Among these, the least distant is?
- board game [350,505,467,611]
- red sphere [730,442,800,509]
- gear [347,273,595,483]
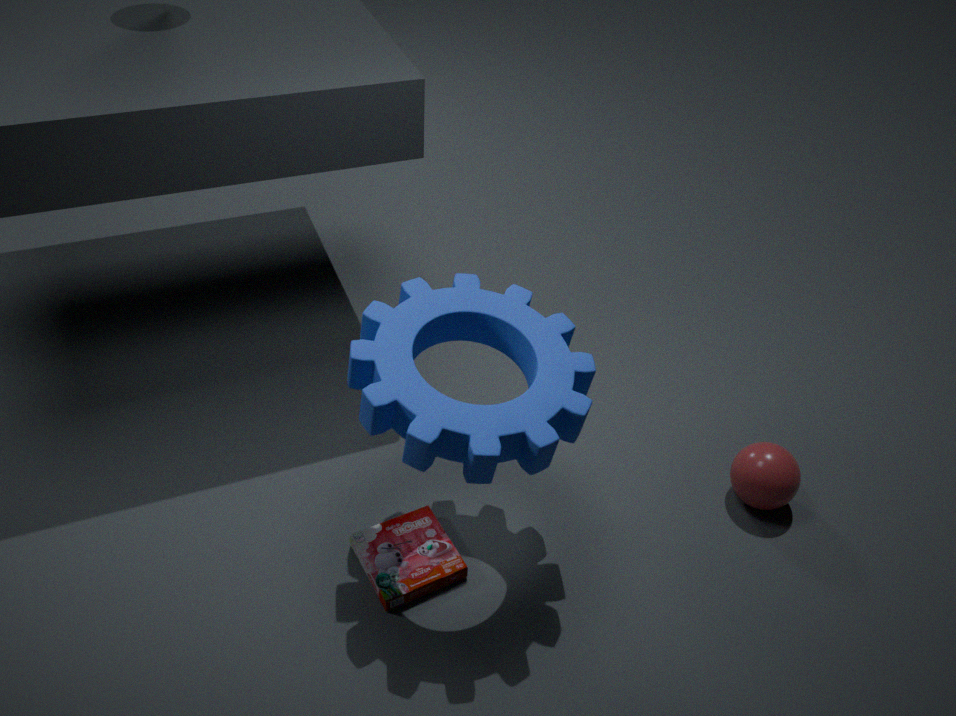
gear [347,273,595,483]
